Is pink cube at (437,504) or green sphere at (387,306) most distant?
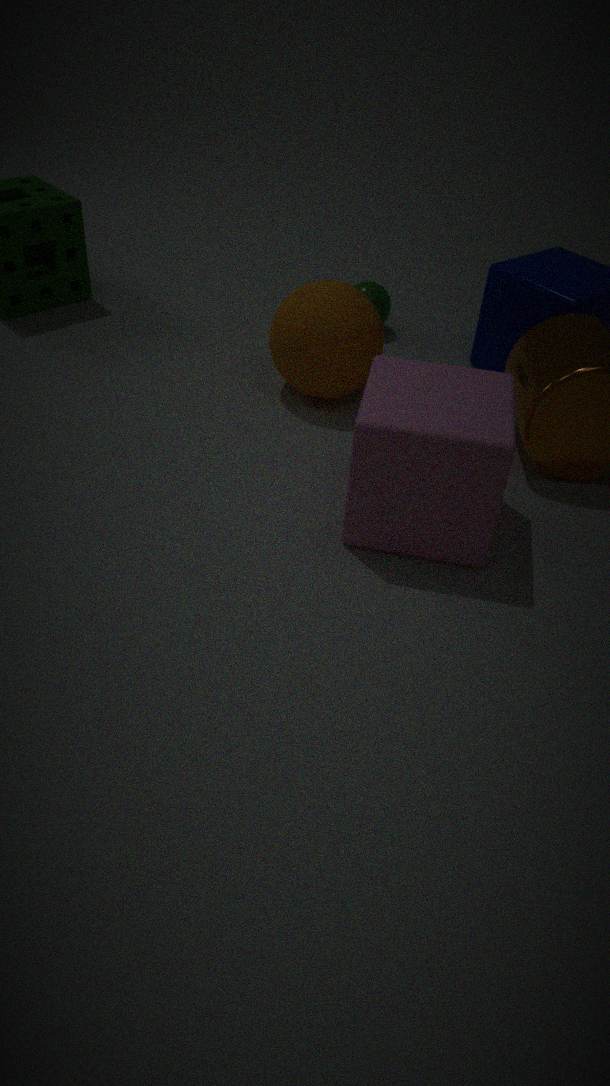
green sphere at (387,306)
